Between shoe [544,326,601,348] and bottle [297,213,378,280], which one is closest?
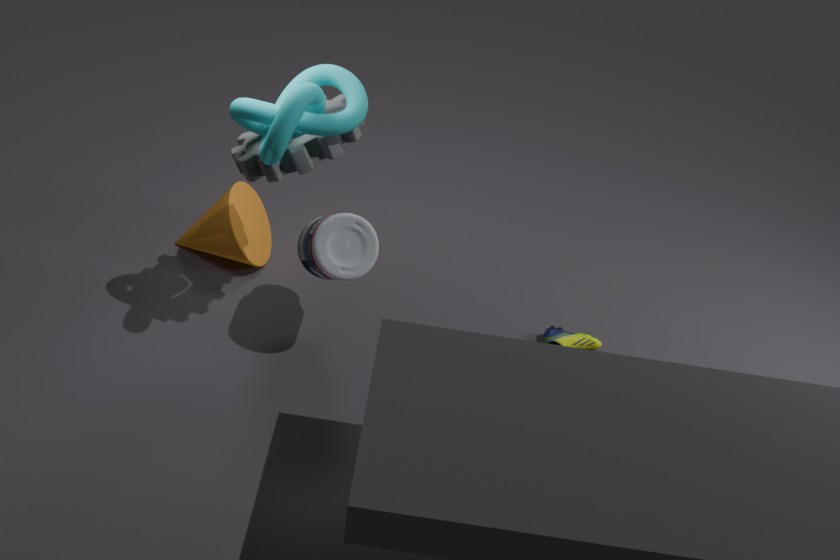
bottle [297,213,378,280]
